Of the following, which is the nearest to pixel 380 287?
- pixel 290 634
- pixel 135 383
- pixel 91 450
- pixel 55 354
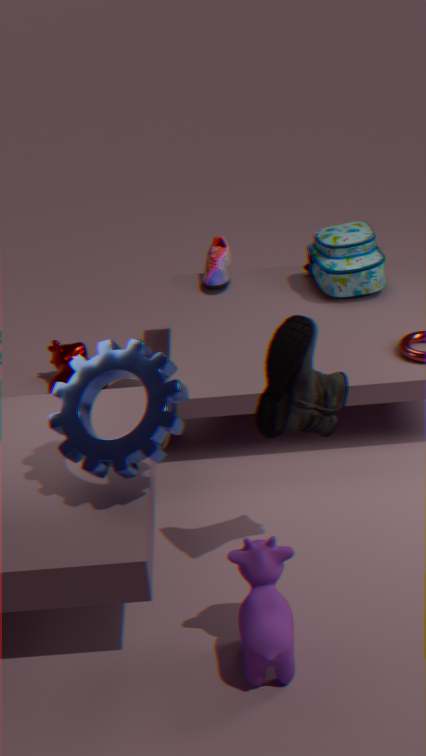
pixel 135 383
